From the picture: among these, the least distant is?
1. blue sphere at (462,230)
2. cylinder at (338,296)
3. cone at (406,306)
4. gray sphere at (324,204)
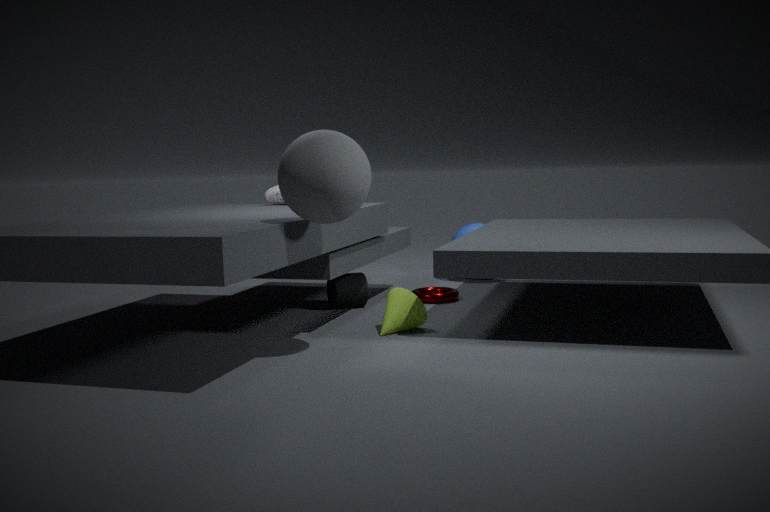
gray sphere at (324,204)
